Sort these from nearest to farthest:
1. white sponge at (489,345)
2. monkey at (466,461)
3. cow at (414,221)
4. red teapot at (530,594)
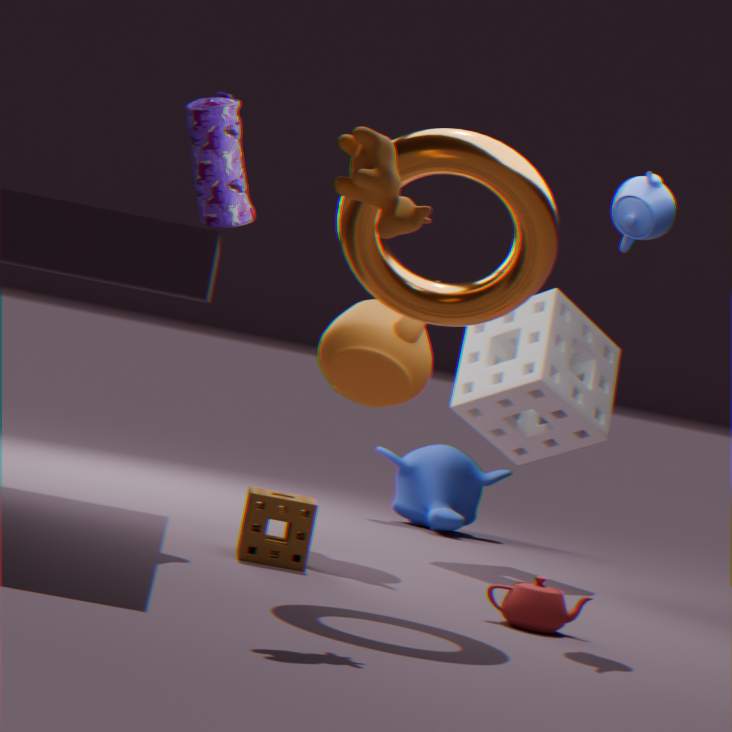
1. cow at (414,221)
2. red teapot at (530,594)
3. white sponge at (489,345)
4. monkey at (466,461)
